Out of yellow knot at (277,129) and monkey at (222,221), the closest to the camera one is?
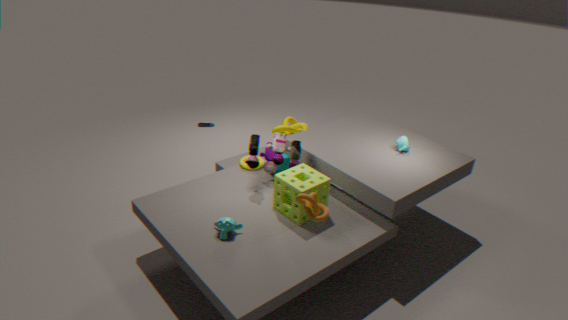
monkey at (222,221)
